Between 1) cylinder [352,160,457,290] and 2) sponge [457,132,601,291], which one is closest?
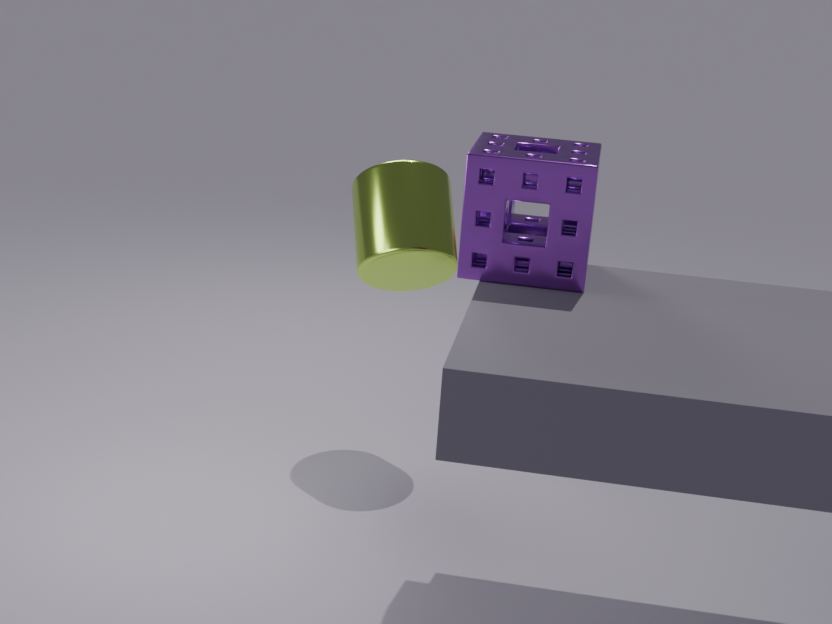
2. sponge [457,132,601,291]
